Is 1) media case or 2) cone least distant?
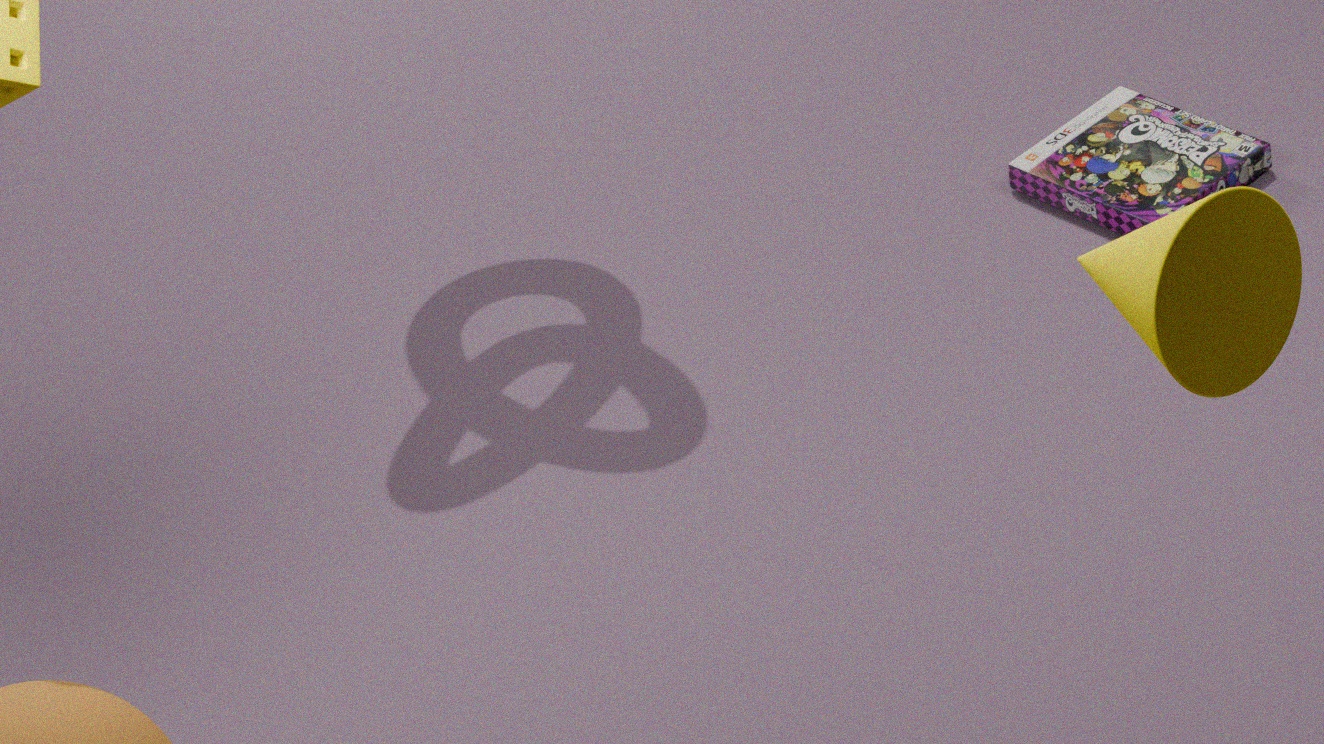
2. cone
